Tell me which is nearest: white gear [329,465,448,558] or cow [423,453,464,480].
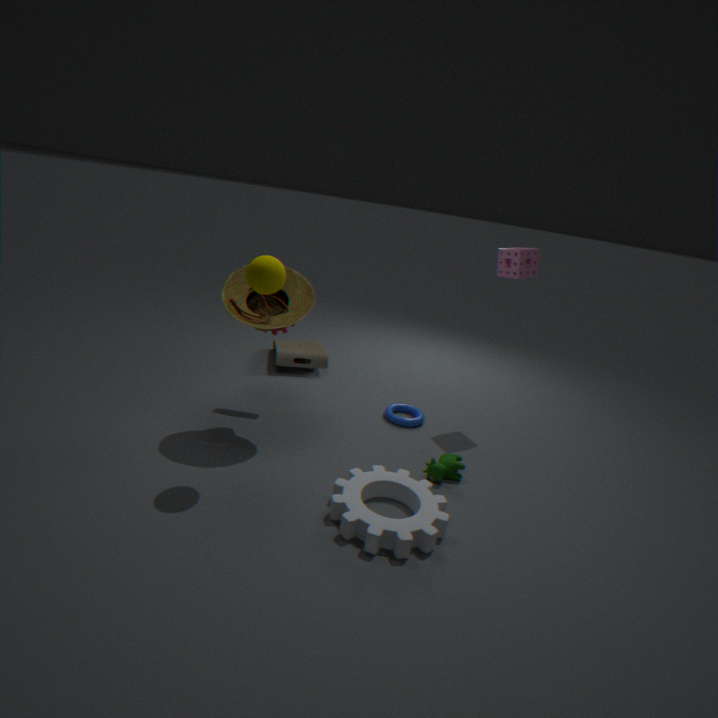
white gear [329,465,448,558]
